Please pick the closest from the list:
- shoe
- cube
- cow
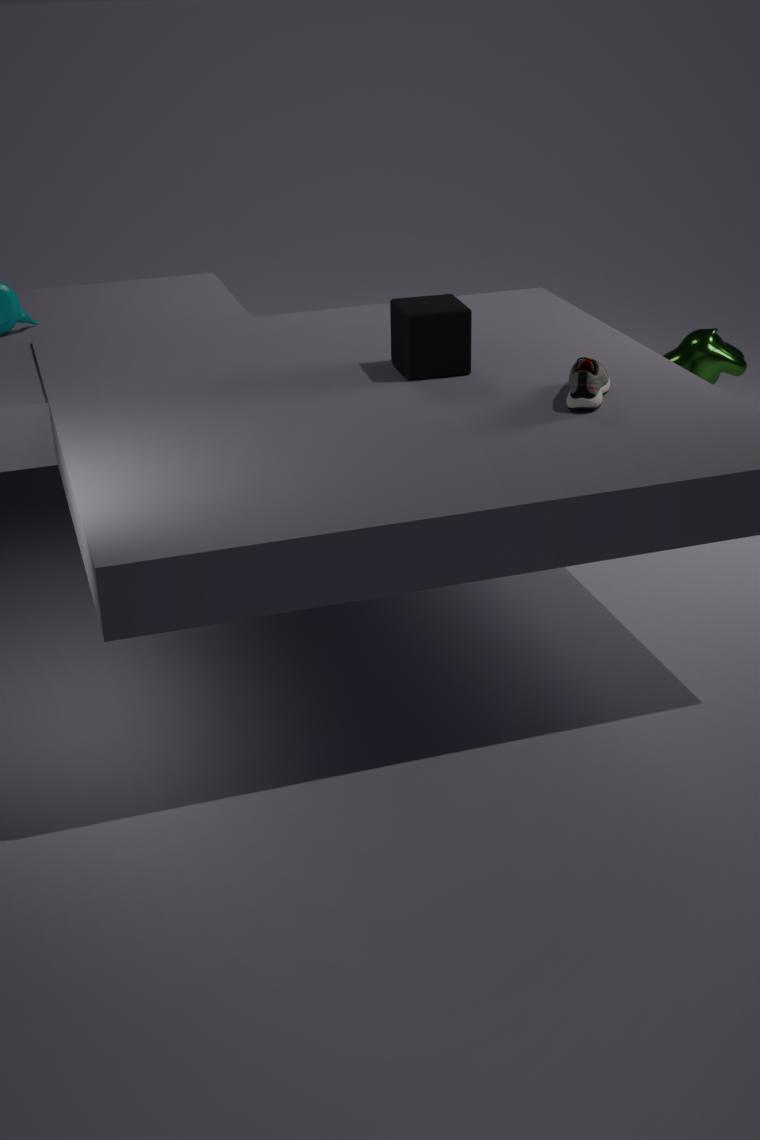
shoe
